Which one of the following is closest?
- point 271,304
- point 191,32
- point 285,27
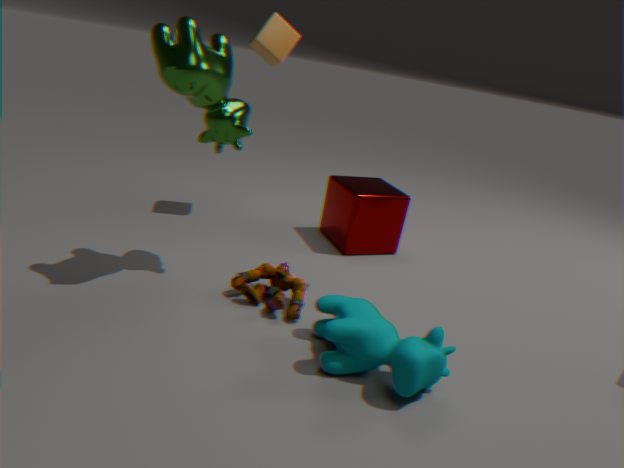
point 191,32
